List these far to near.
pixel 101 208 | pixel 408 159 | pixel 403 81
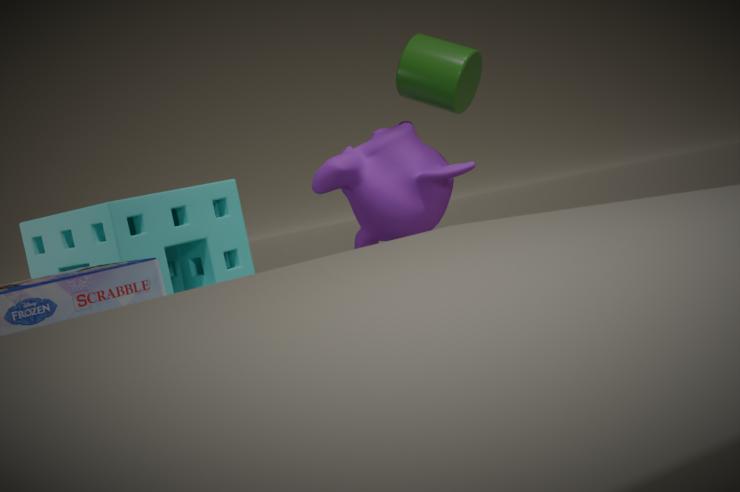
pixel 408 159, pixel 403 81, pixel 101 208
